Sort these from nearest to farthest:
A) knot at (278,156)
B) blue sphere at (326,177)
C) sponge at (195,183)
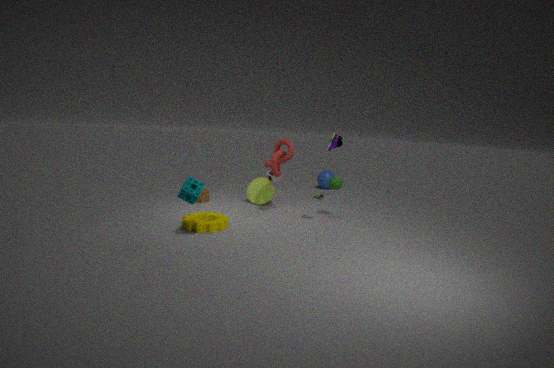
1. sponge at (195,183)
2. knot at (278,156)
3. blue sphere at (326,177)
